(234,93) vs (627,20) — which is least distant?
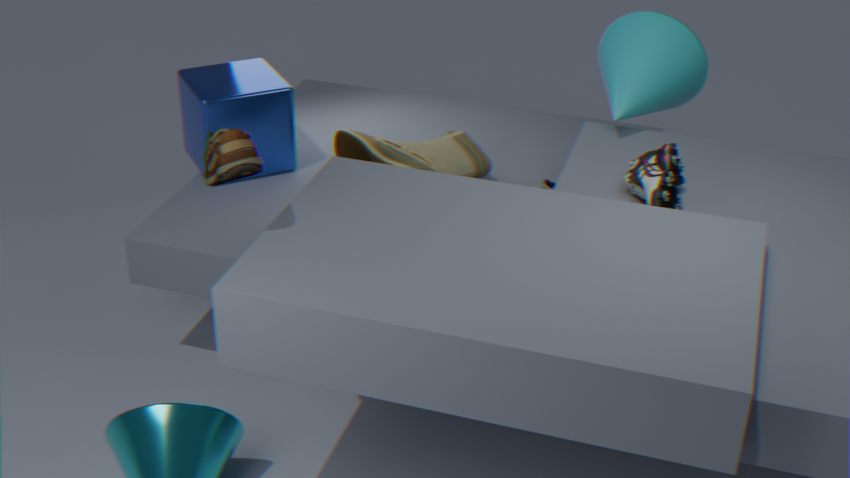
(234,93)
